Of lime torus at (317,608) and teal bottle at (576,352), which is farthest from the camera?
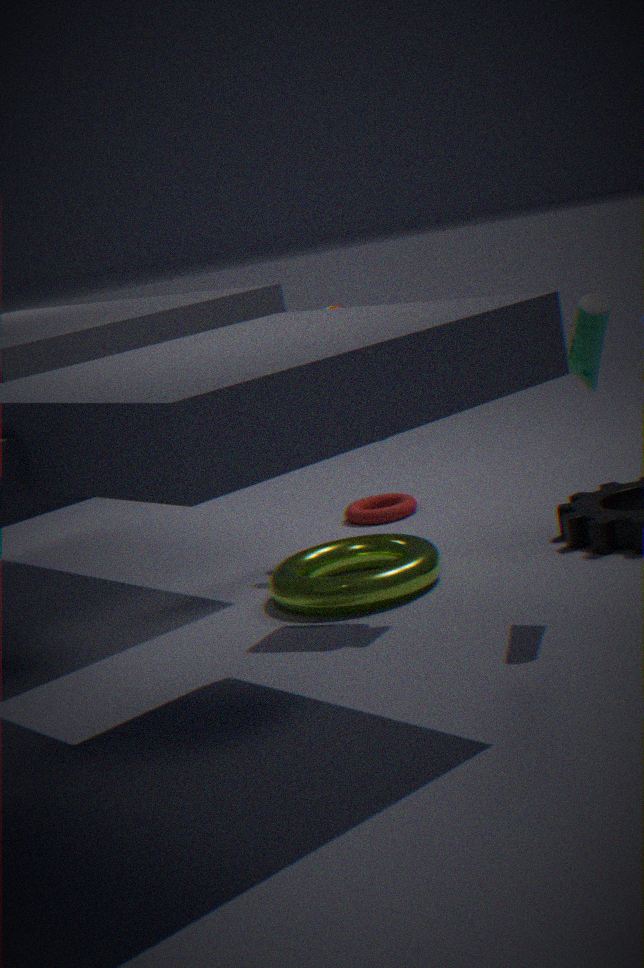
lime torus at (317,608)
